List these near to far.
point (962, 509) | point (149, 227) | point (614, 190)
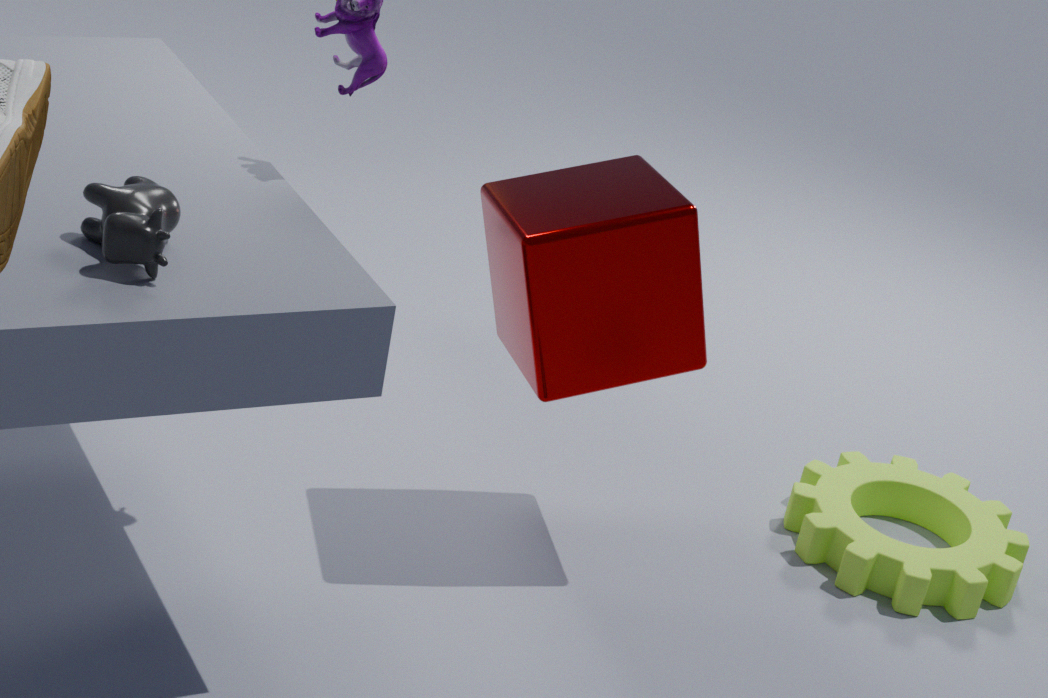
point (149, 227), point (614, 190), point (962, 509)
